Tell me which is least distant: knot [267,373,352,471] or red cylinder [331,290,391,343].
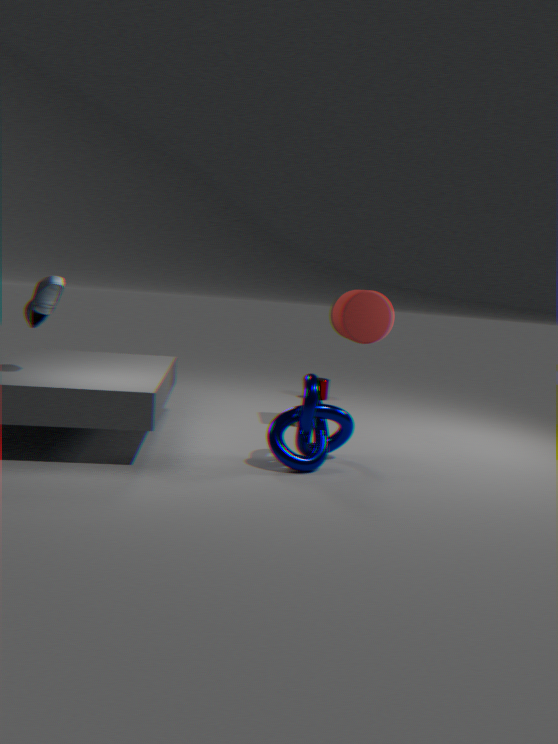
knot [267,373,352,471]
